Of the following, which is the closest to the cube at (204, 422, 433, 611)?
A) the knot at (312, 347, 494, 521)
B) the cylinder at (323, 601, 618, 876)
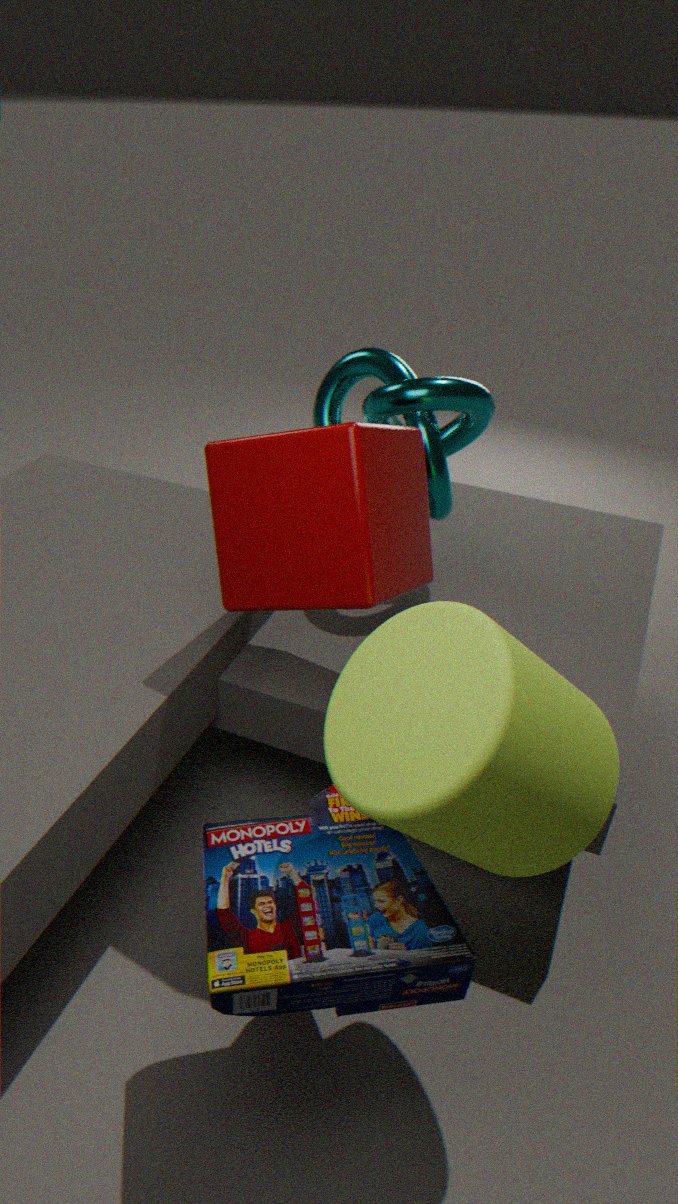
the cylinder at (323, 601, 618, 876)
